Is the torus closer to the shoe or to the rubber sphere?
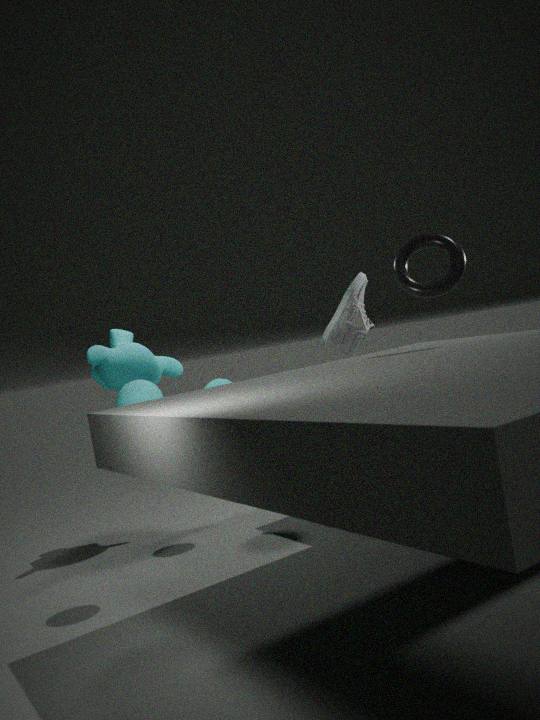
the shoe
